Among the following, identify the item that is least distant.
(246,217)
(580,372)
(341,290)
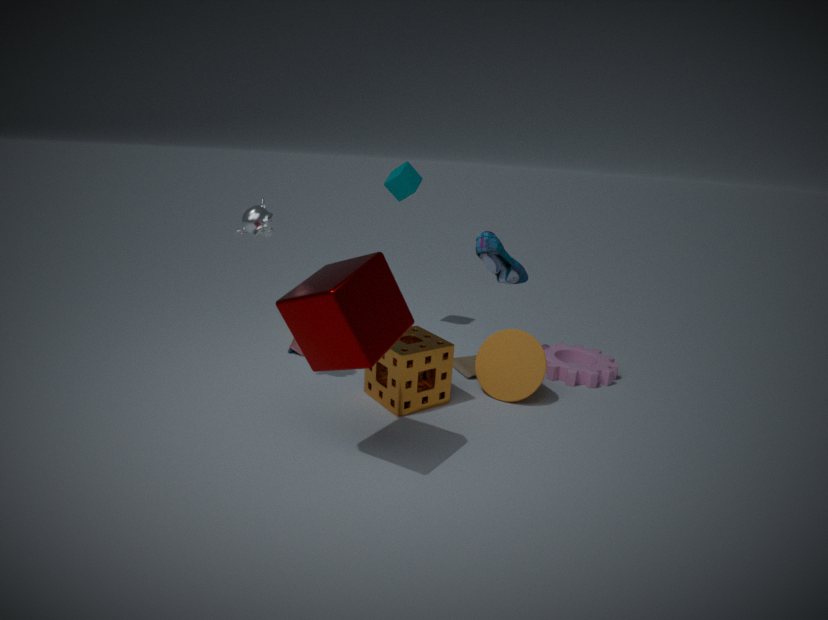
(341,290)
